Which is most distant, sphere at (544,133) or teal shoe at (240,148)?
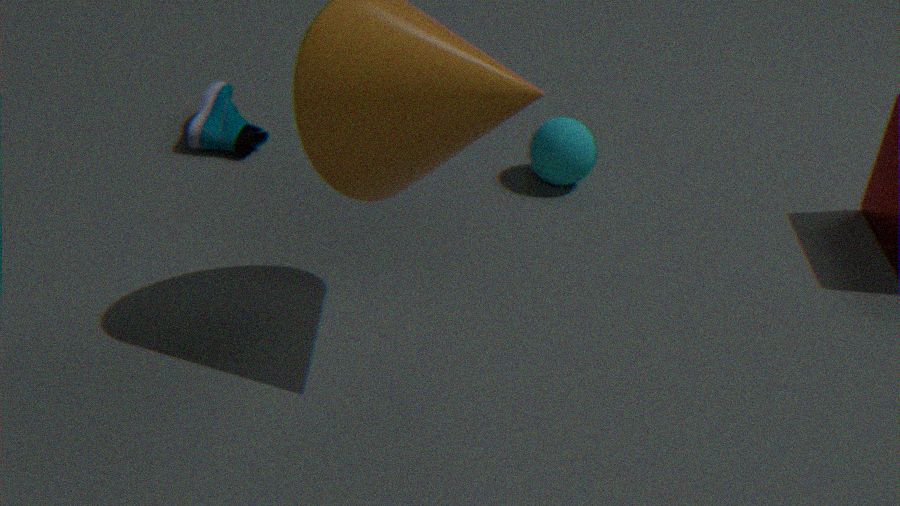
teal shoe at (240,148)
